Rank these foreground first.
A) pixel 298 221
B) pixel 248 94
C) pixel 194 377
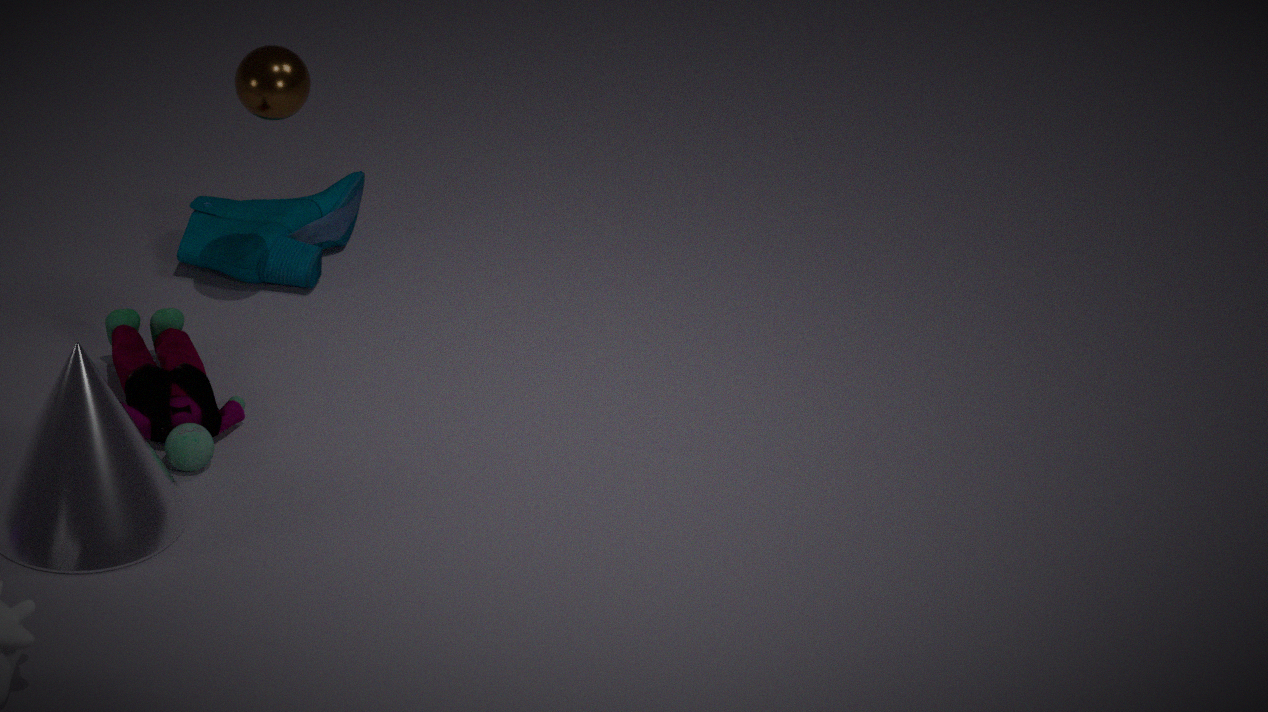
pixel 194 377 → pixel 248 94 → pixel 298 221
